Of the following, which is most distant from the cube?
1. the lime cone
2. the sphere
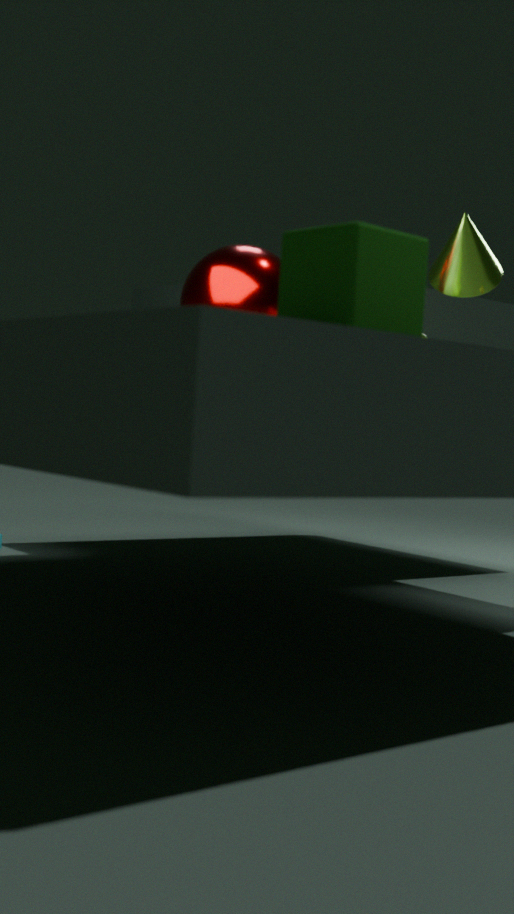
the lime cone
